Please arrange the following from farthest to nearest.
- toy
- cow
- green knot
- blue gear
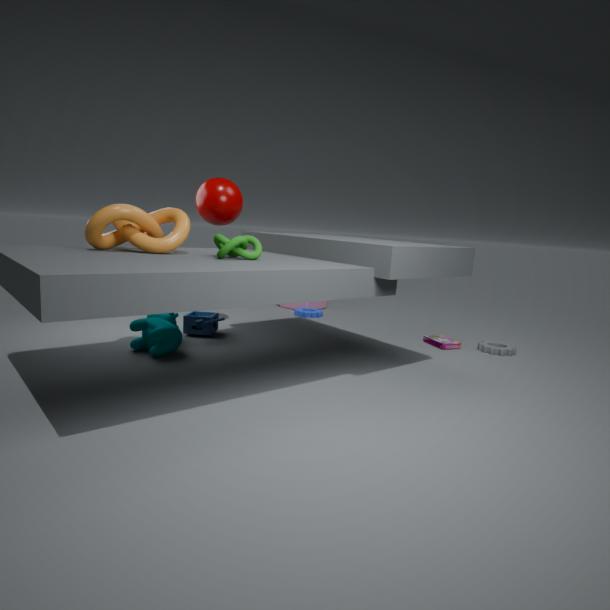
blue gear → toy → cow → green knot
